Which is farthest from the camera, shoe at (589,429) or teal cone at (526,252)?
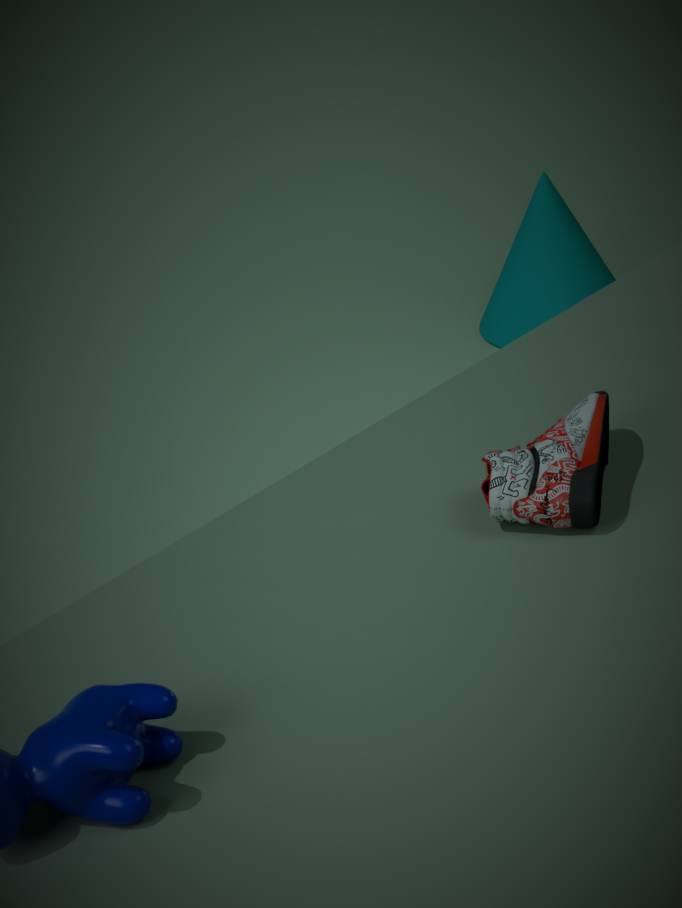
teal cone at (526,252)
